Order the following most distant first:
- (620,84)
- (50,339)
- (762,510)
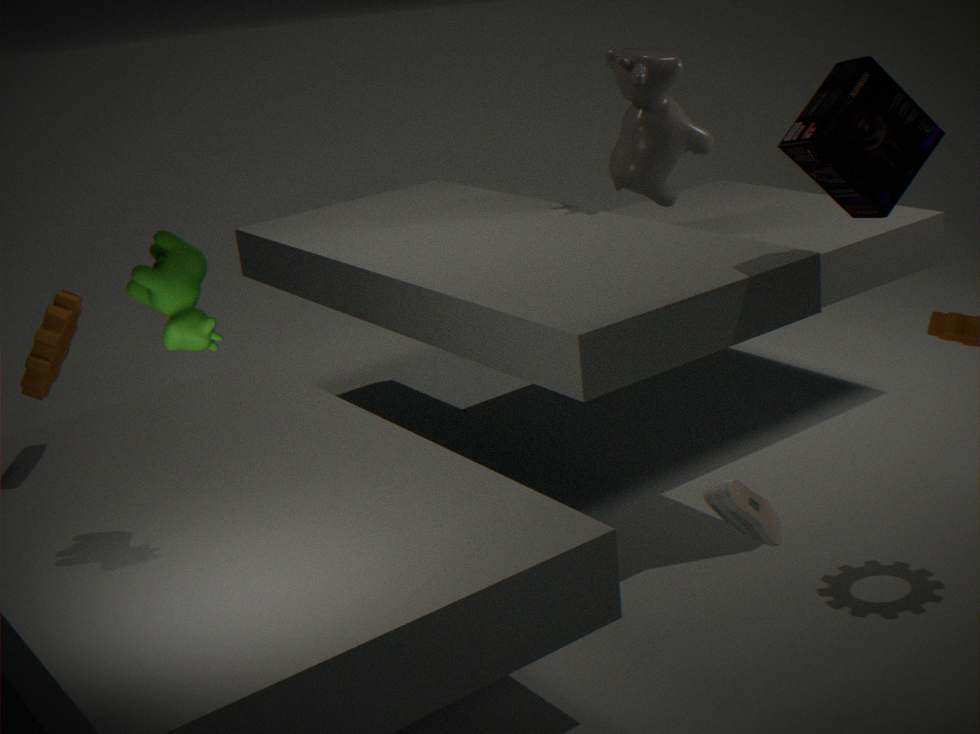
(620,84) → (50,339) → (762,510)
